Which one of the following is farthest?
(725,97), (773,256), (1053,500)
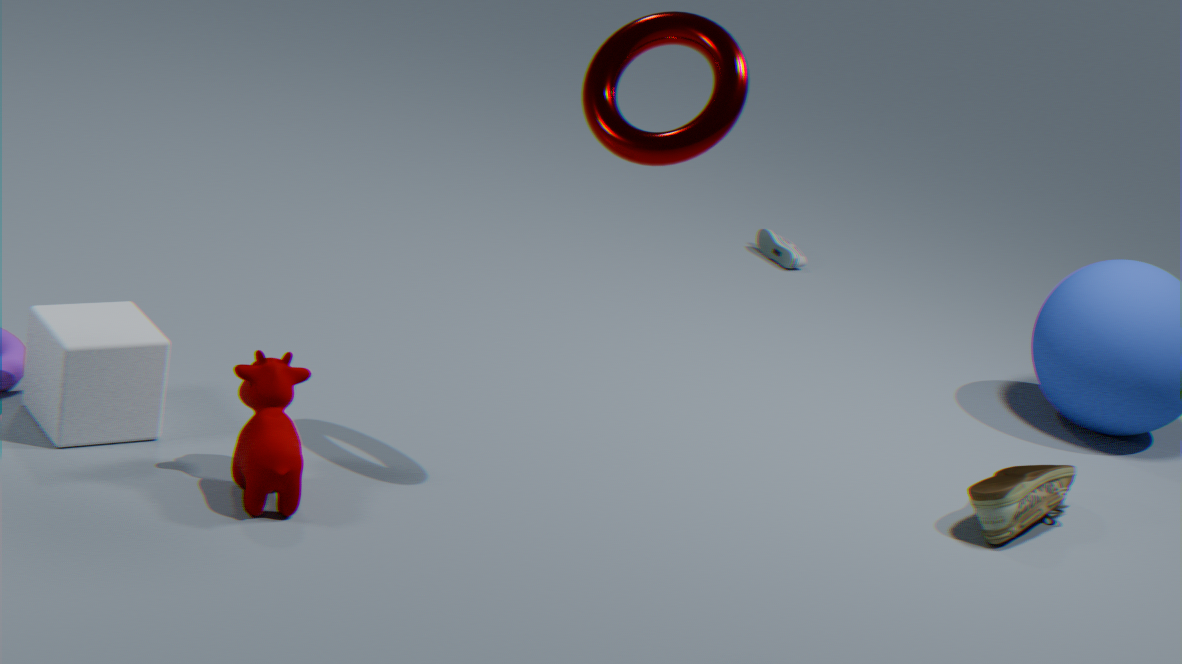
(773,256)
